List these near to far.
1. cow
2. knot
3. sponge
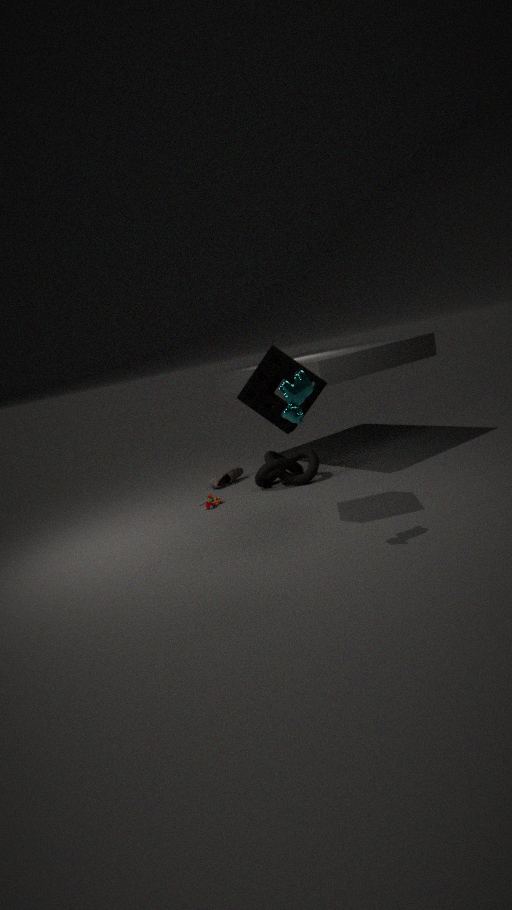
cow → sponge → knot
